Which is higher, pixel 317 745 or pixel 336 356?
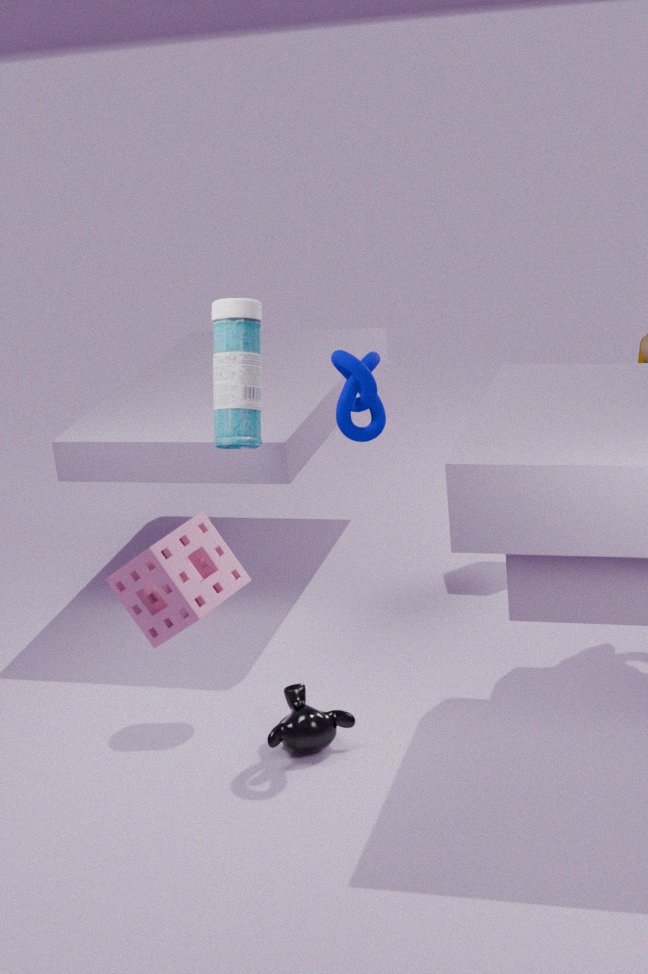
pixel 336 356
